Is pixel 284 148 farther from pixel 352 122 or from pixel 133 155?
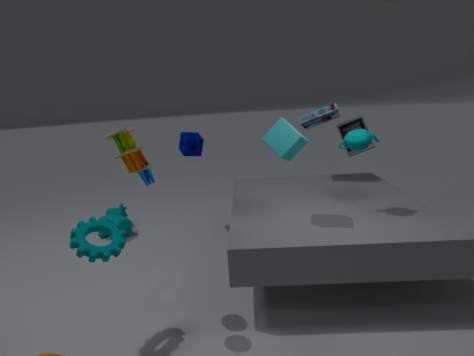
pixel 352 122
